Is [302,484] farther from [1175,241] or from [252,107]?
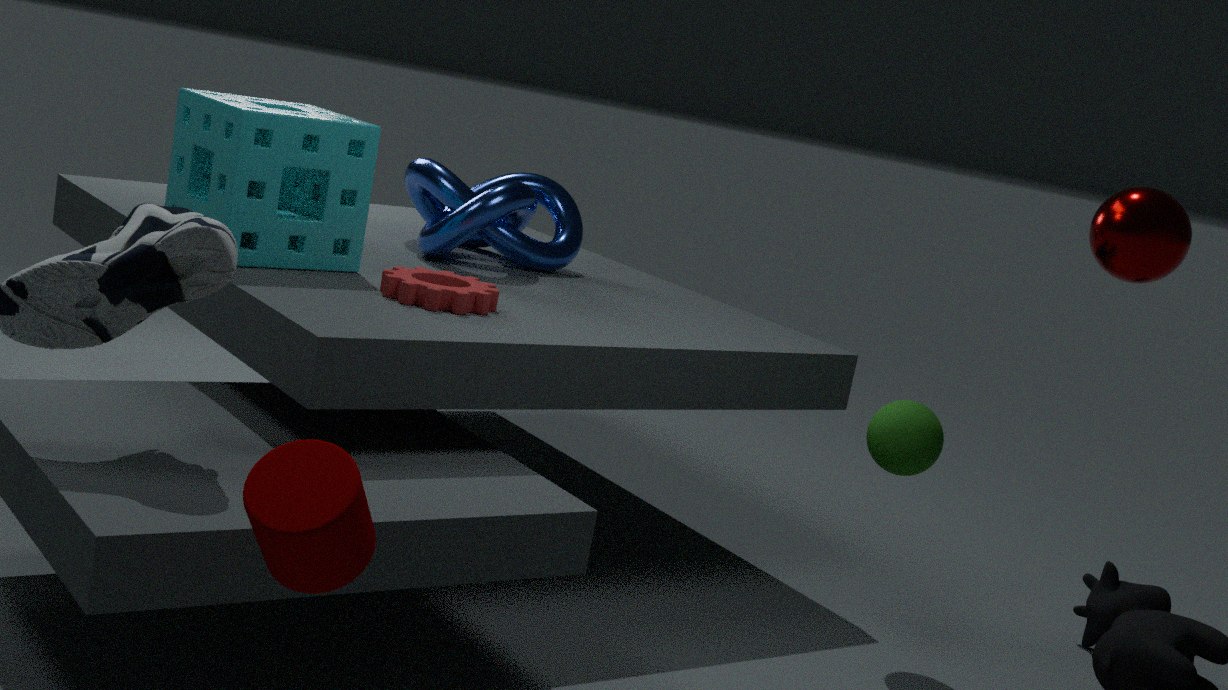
[1175,241]
